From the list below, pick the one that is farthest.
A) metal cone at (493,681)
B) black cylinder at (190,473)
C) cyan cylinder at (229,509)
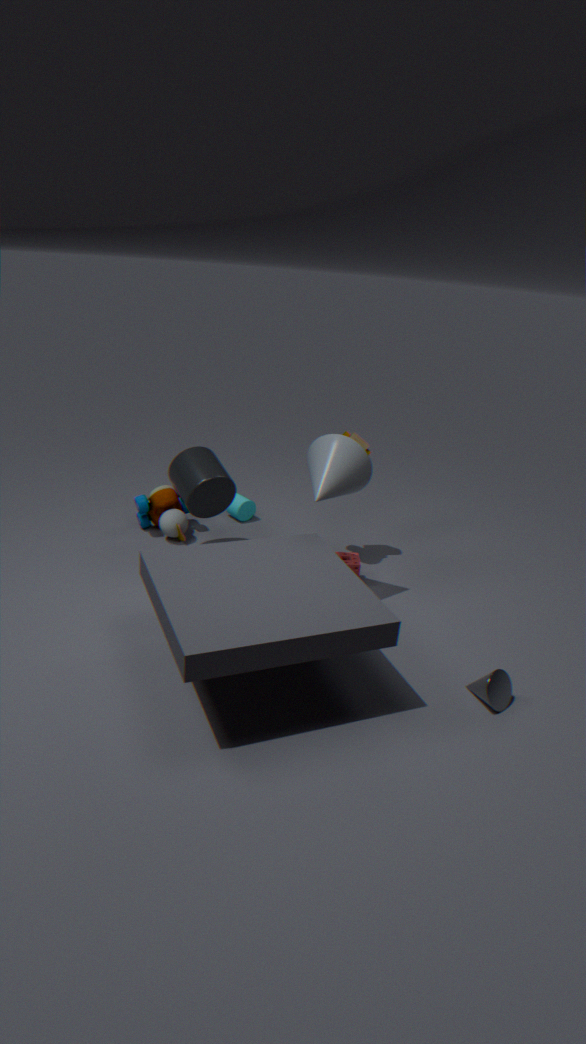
cyan cylinder at (229,509)
